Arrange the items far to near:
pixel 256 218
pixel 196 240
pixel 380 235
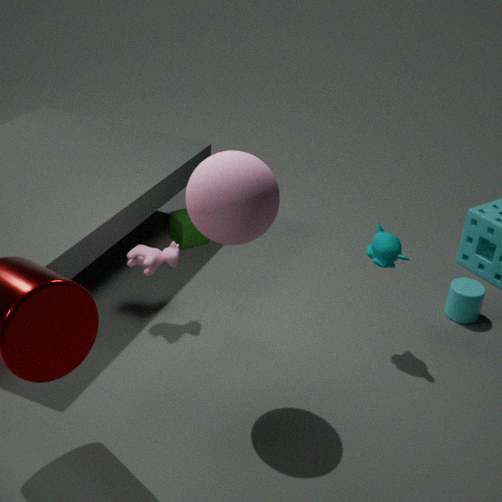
pixel 196 240
pixel 380 235
pixel 256 218
